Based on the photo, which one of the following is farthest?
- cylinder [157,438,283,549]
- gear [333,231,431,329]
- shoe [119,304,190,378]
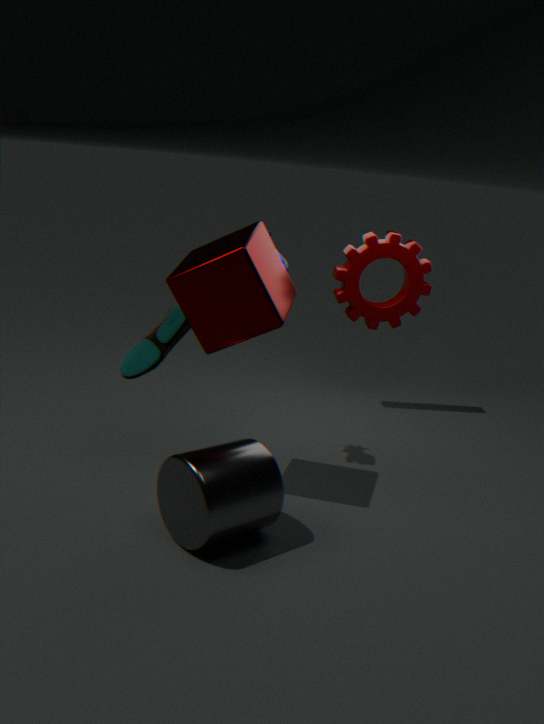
gear [333,231,431,329]
